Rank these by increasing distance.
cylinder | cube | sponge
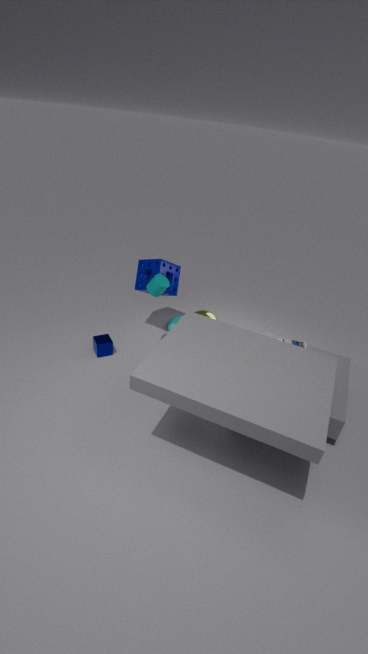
cylinder → cube → sponge
